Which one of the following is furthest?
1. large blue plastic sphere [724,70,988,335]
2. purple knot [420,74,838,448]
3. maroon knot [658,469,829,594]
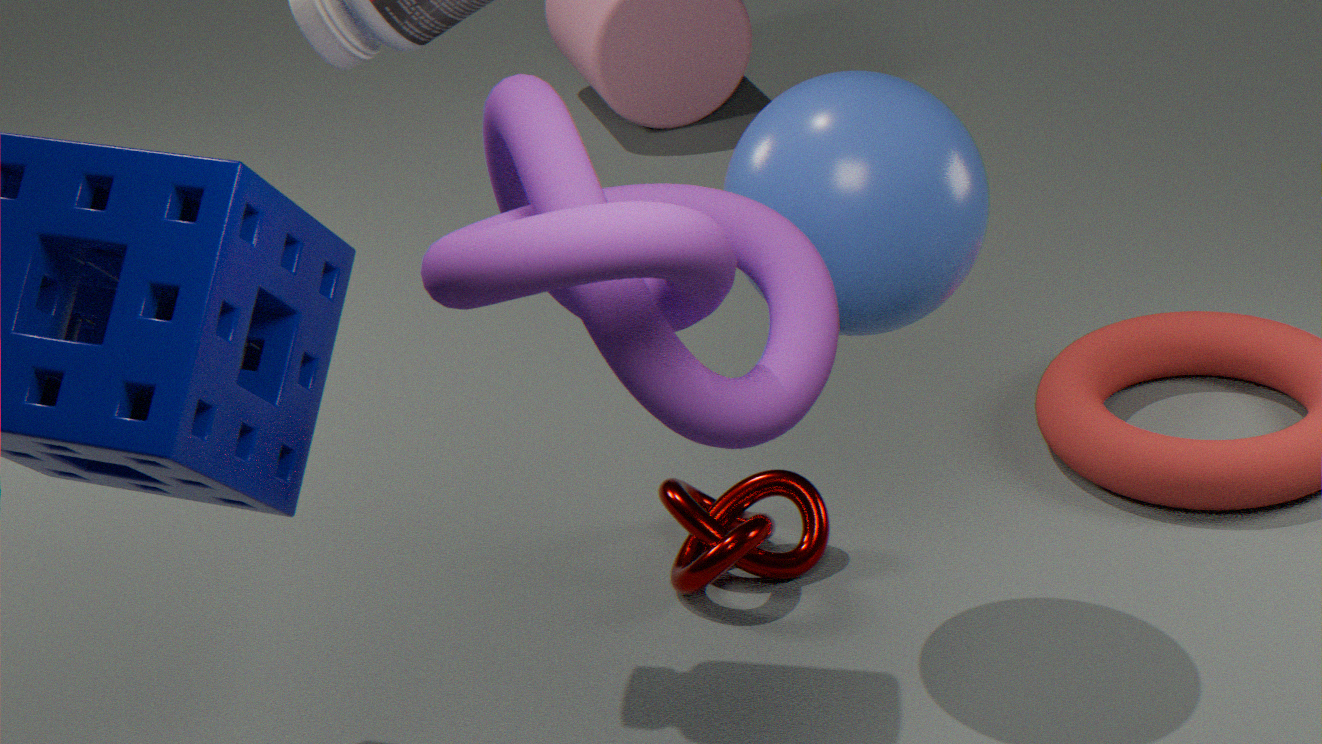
maroon knot [658,469,829,594]
